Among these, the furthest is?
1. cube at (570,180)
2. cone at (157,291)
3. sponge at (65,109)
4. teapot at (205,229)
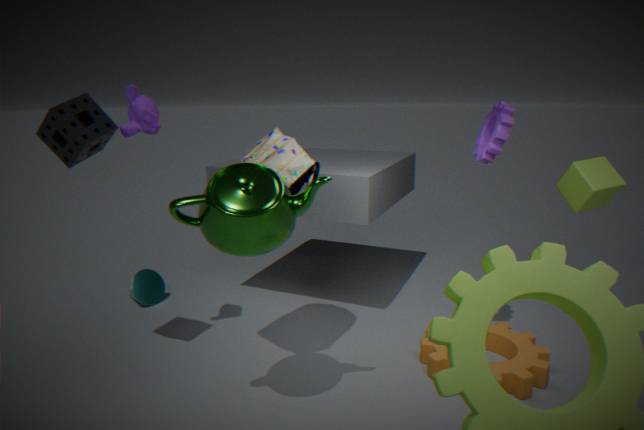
cone at (157,291)
